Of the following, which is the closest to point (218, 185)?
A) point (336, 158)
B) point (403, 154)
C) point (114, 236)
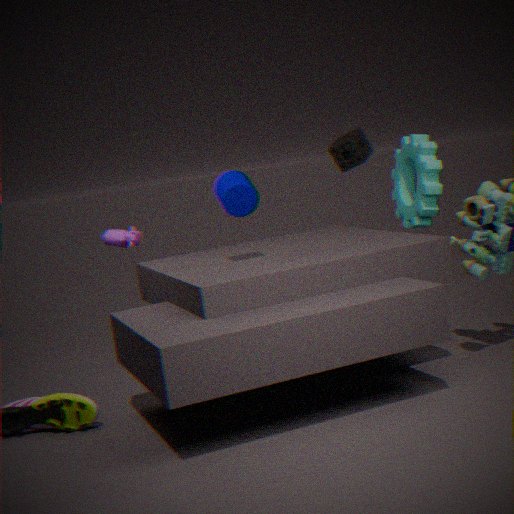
point (114, 236)
